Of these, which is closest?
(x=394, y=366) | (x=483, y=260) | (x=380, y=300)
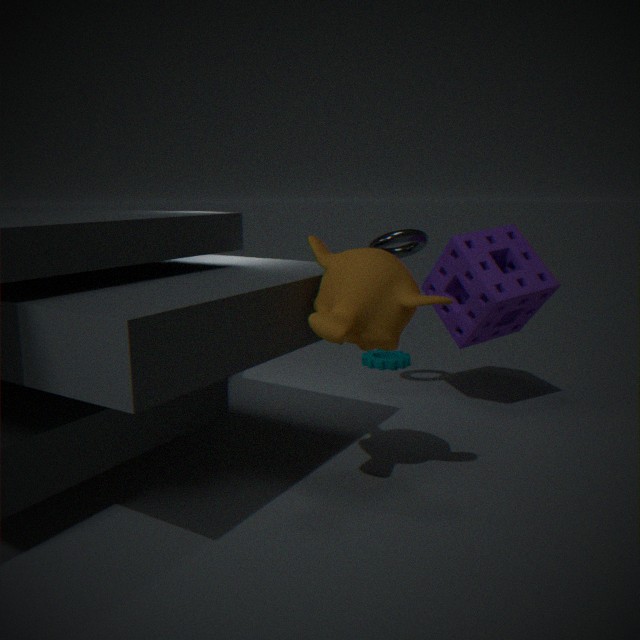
(x=380, y=300)
